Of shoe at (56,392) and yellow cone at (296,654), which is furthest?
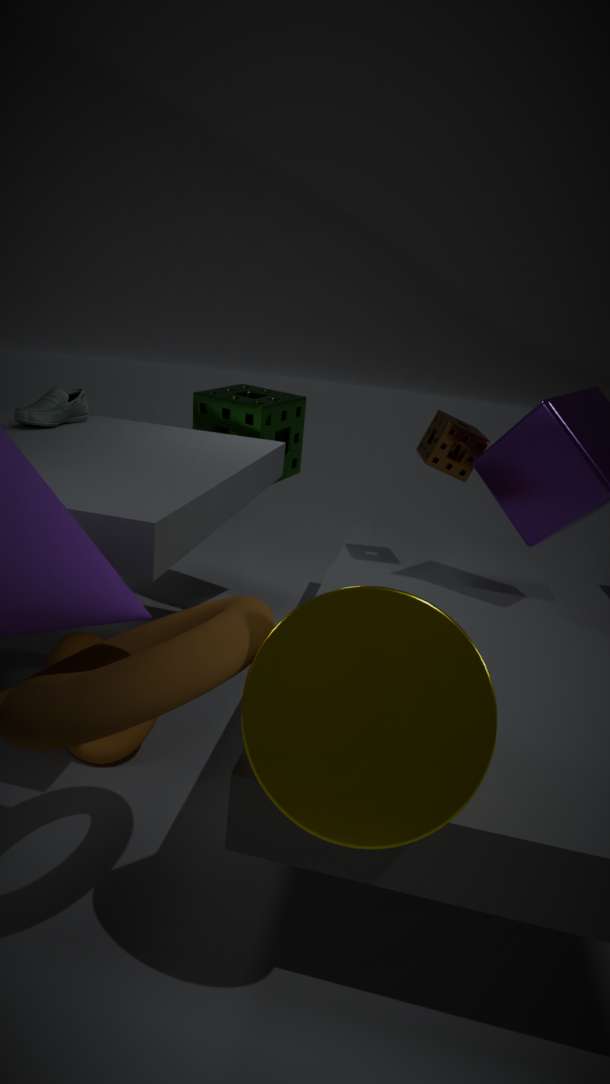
shoe at (56,392)
